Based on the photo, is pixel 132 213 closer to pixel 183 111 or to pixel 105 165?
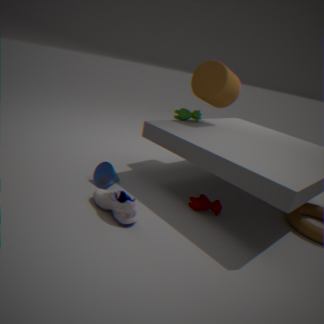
pixel 105 165
